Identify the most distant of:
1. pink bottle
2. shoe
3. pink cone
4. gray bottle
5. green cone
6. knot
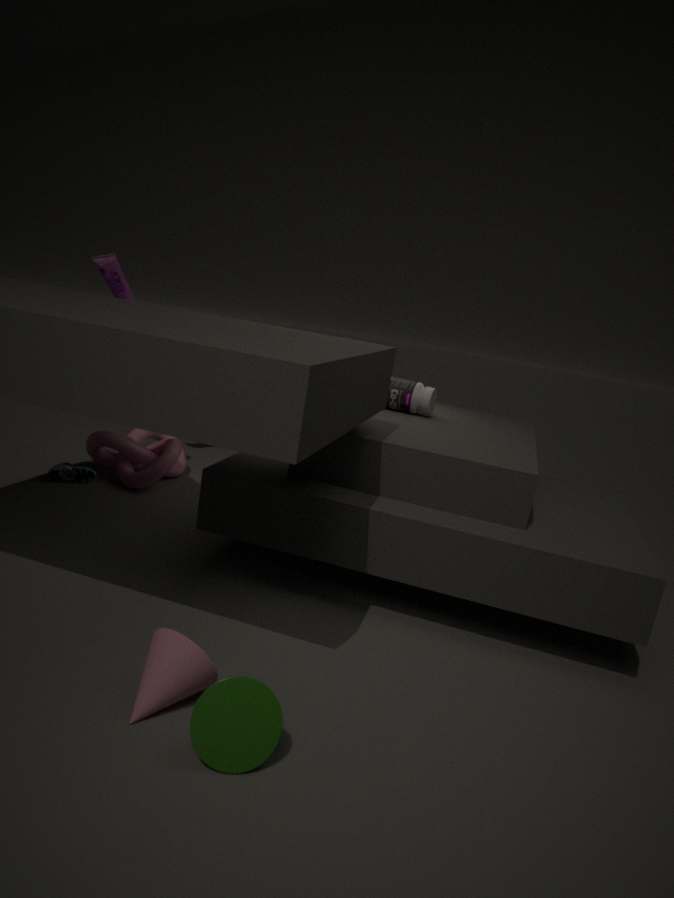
knot
